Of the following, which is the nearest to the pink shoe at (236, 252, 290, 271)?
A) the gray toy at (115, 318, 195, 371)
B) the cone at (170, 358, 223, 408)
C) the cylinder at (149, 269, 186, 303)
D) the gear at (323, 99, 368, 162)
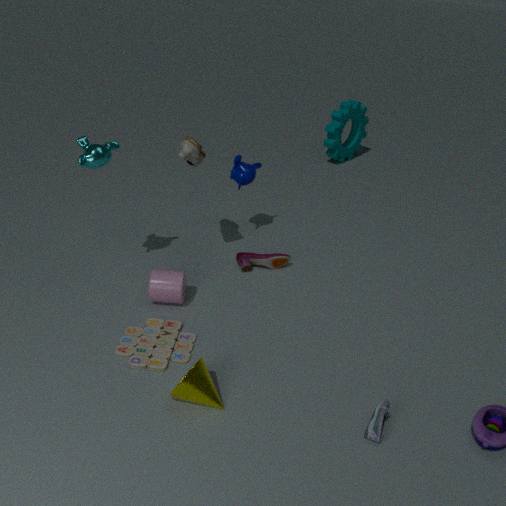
the cylinder at (149, 269, 186, 303)
